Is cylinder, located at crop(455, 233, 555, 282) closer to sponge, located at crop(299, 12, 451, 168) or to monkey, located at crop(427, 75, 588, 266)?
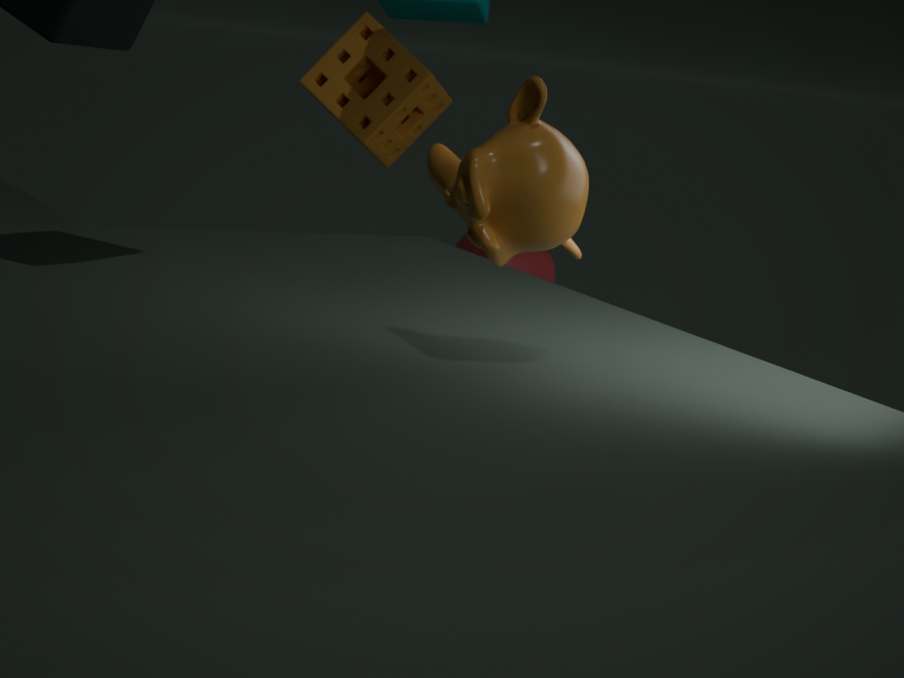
sponge, located at crop(299, 12, 451, 168)
